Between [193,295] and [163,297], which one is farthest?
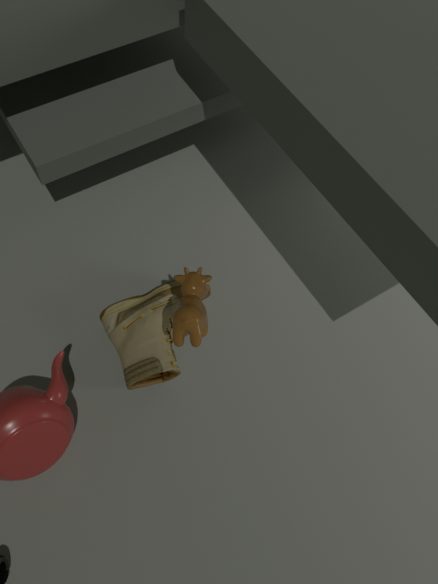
[163,297]
